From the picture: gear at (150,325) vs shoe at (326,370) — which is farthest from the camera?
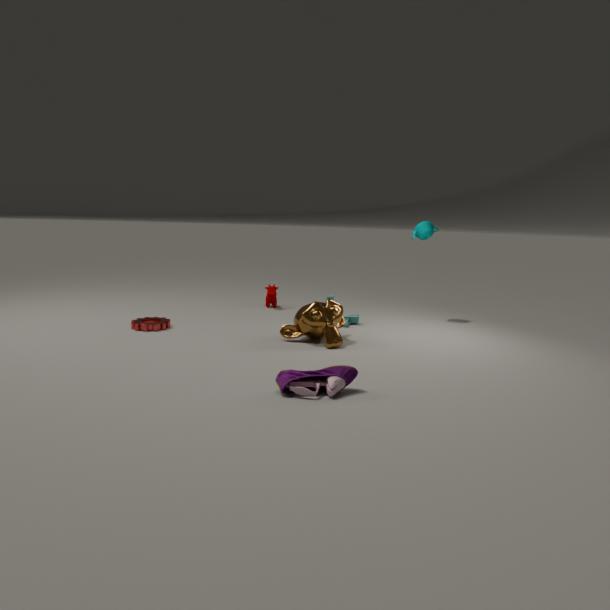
gear at (150,325)
